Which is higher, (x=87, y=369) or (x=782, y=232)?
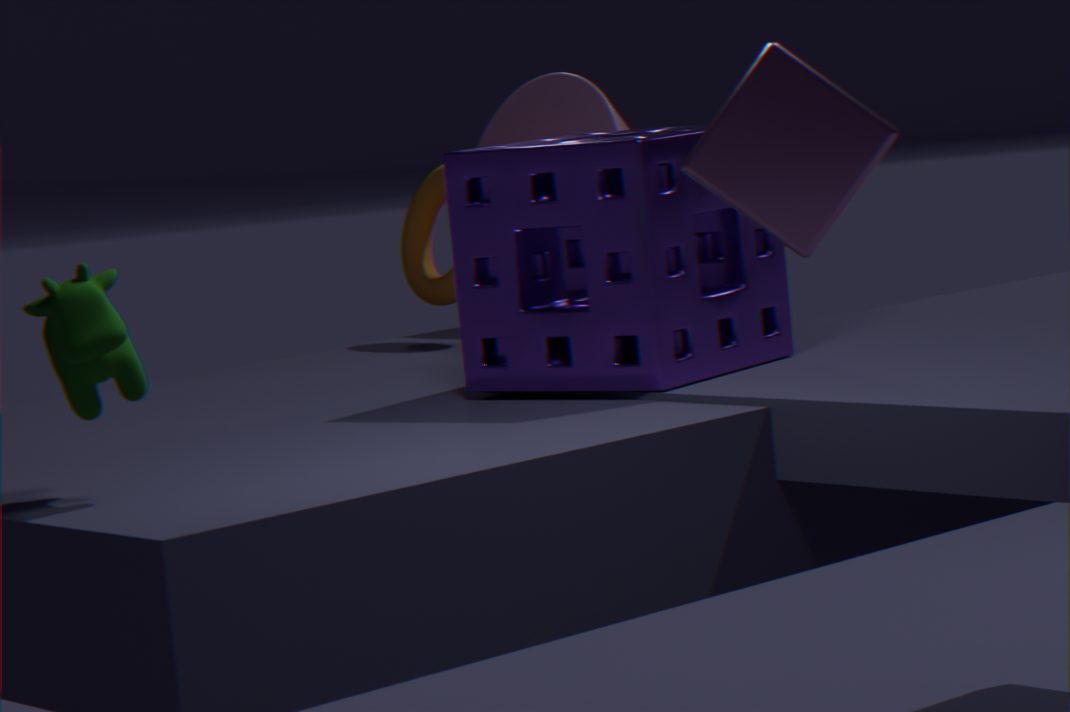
(x=782, y=232)
